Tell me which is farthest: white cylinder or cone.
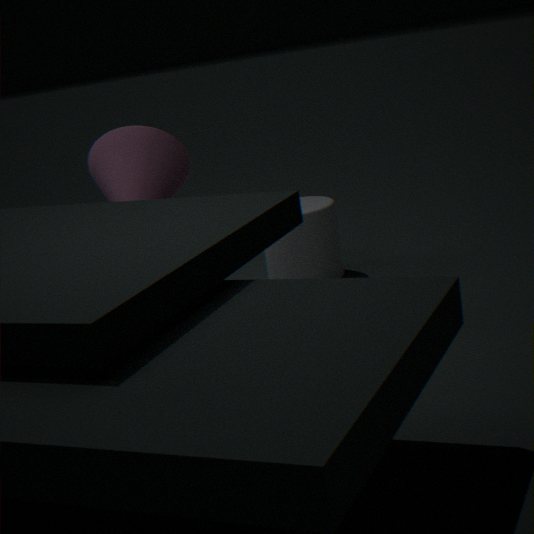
white cylinder
